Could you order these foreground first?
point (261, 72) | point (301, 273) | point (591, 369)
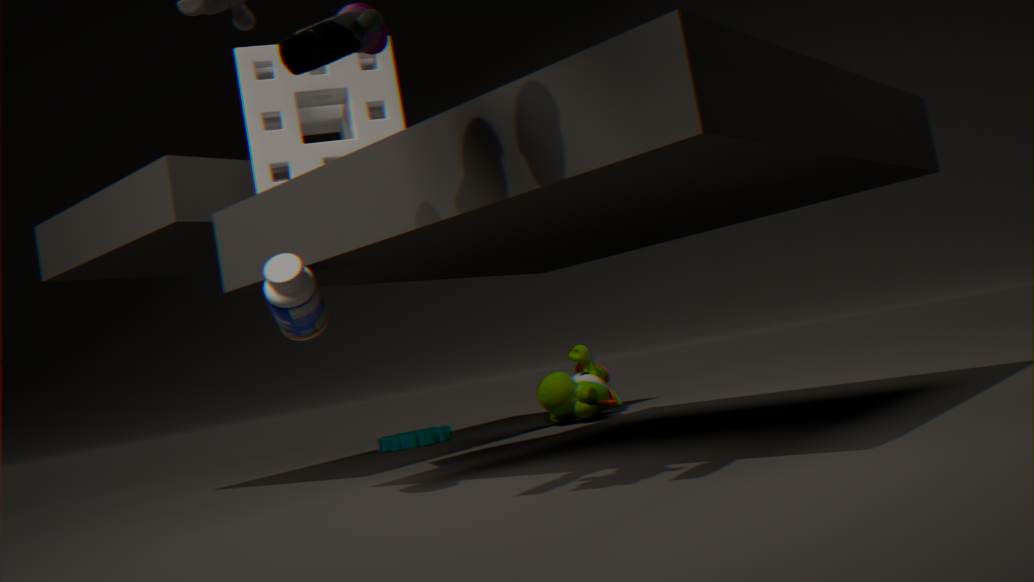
point (301, 273)
point (261, 72)
point (591, 369)
